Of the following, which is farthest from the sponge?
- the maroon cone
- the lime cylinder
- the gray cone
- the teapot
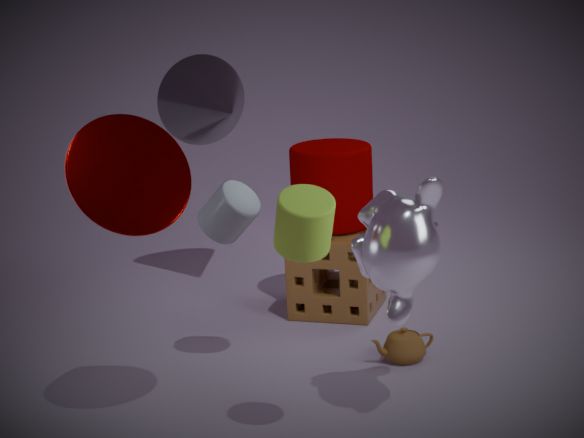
the lime cylinder
